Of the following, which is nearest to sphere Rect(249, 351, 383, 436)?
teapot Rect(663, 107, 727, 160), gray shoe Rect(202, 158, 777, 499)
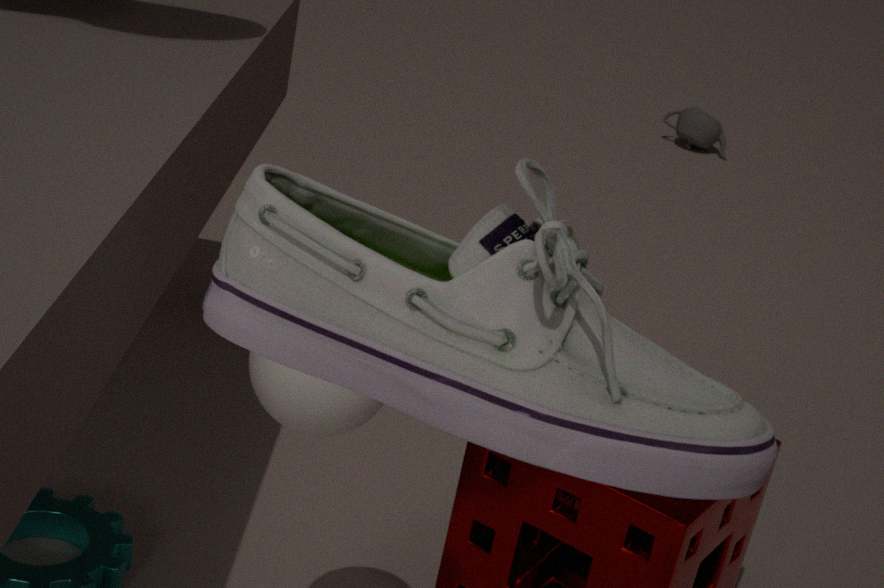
gray shoe Rect(202, 158, 777, 499)
